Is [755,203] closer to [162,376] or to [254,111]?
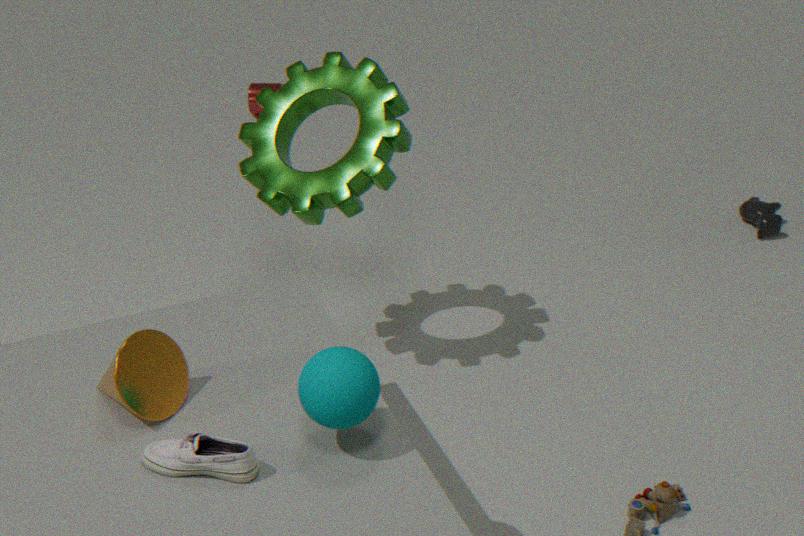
[254,111]
